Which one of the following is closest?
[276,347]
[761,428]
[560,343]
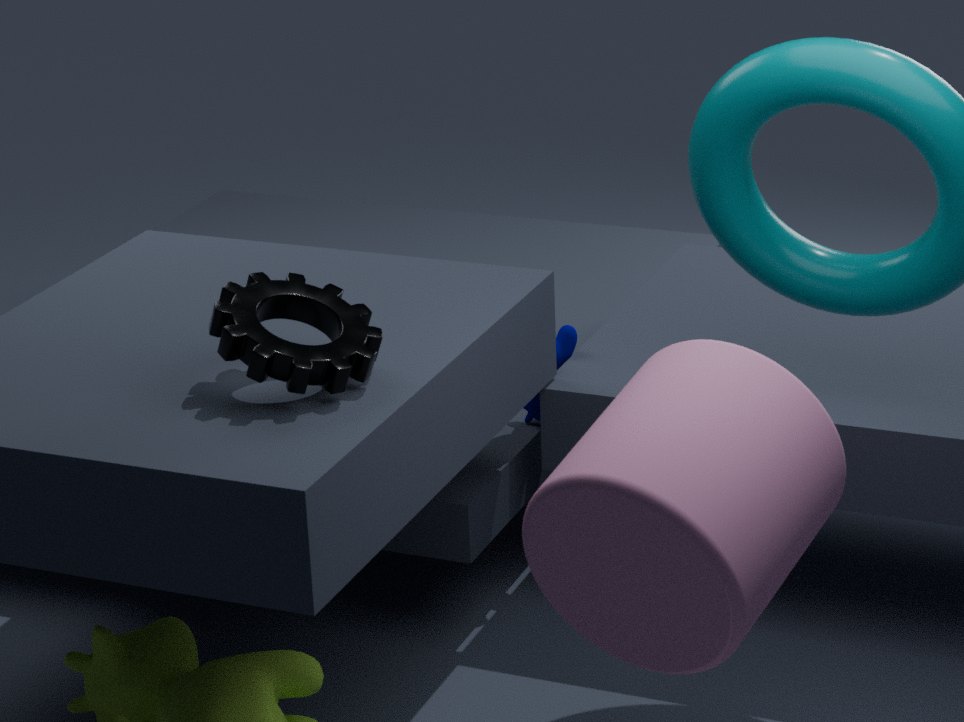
[761,428]
